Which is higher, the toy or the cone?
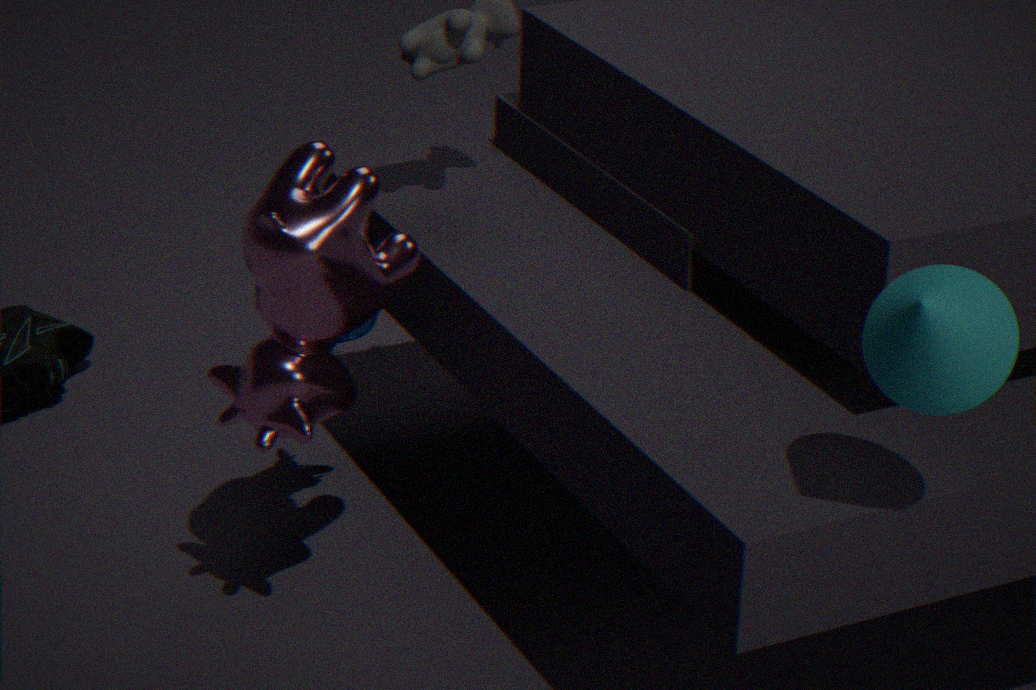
the cone
